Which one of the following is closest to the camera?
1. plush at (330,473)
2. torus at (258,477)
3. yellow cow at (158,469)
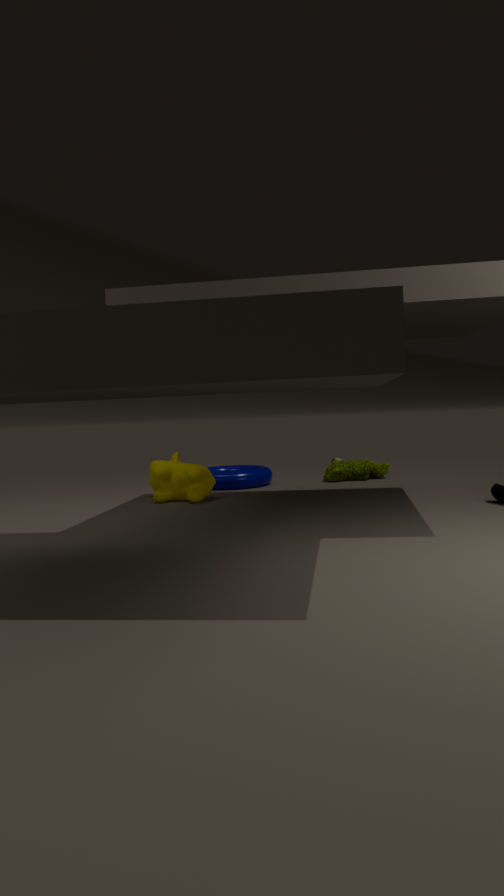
yellow cow at (158,469)
